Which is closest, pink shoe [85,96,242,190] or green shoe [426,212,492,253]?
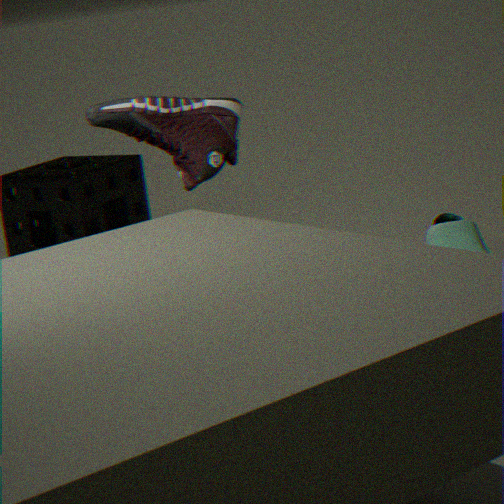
pink shoe [85,96,242,190]
